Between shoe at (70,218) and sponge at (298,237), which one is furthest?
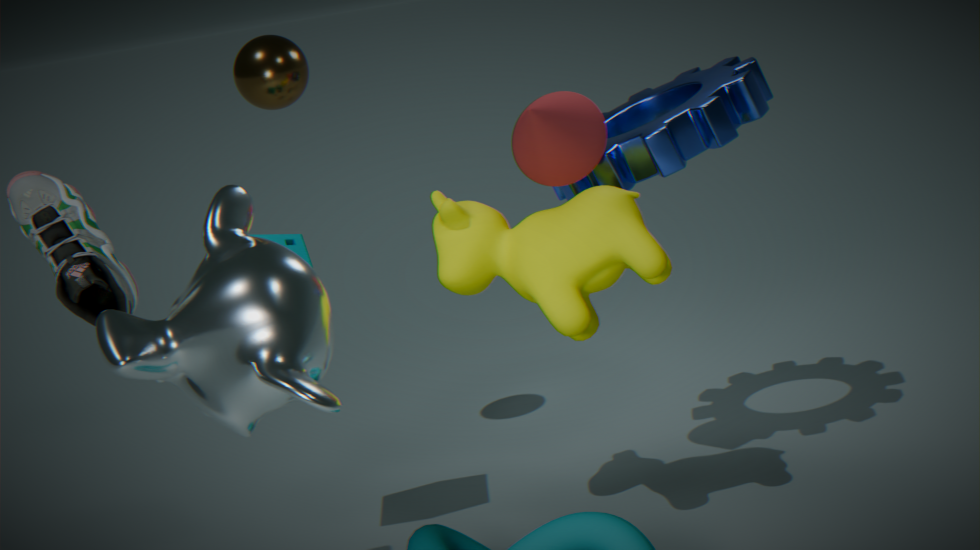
sponge at (298,237)
